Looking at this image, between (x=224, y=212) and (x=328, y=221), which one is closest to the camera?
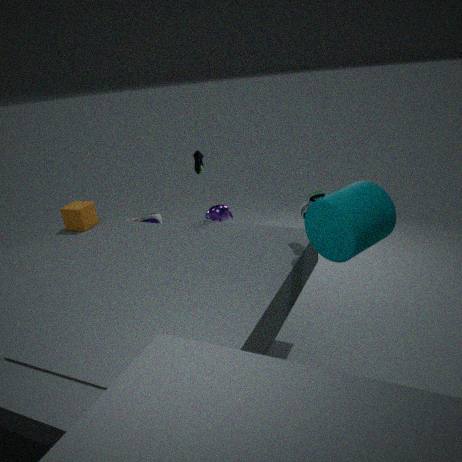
(x=328, y=221)
